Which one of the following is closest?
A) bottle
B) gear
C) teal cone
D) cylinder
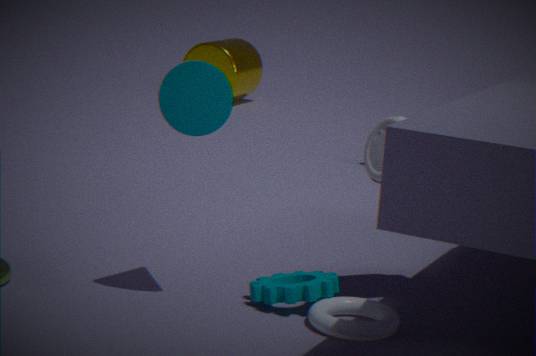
C. teal cone
